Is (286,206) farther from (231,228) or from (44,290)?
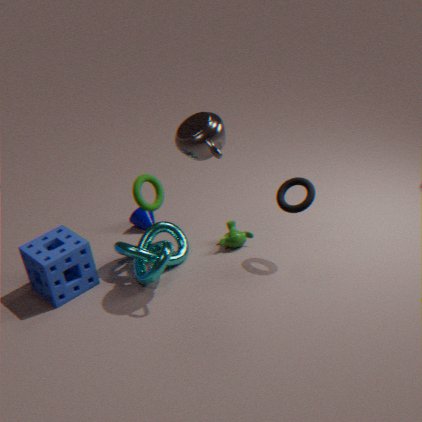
(44,290)
